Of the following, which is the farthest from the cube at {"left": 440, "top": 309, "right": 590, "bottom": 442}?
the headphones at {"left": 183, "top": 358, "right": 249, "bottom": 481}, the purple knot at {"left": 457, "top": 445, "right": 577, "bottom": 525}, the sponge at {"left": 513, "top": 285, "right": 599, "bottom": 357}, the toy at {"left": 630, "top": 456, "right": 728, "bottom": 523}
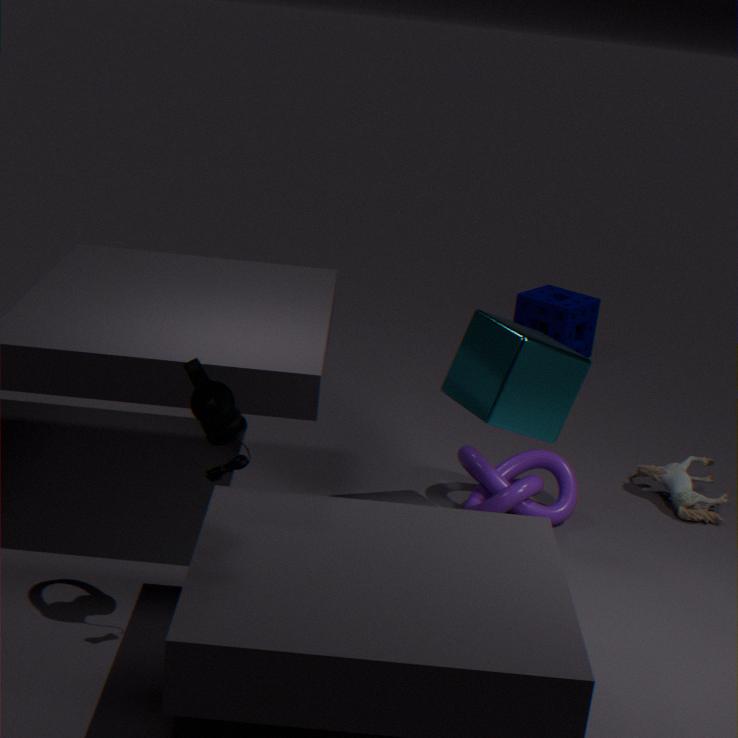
the sponge at {"left": 513, "top": 285, "right": 599, "bottom": 357}
